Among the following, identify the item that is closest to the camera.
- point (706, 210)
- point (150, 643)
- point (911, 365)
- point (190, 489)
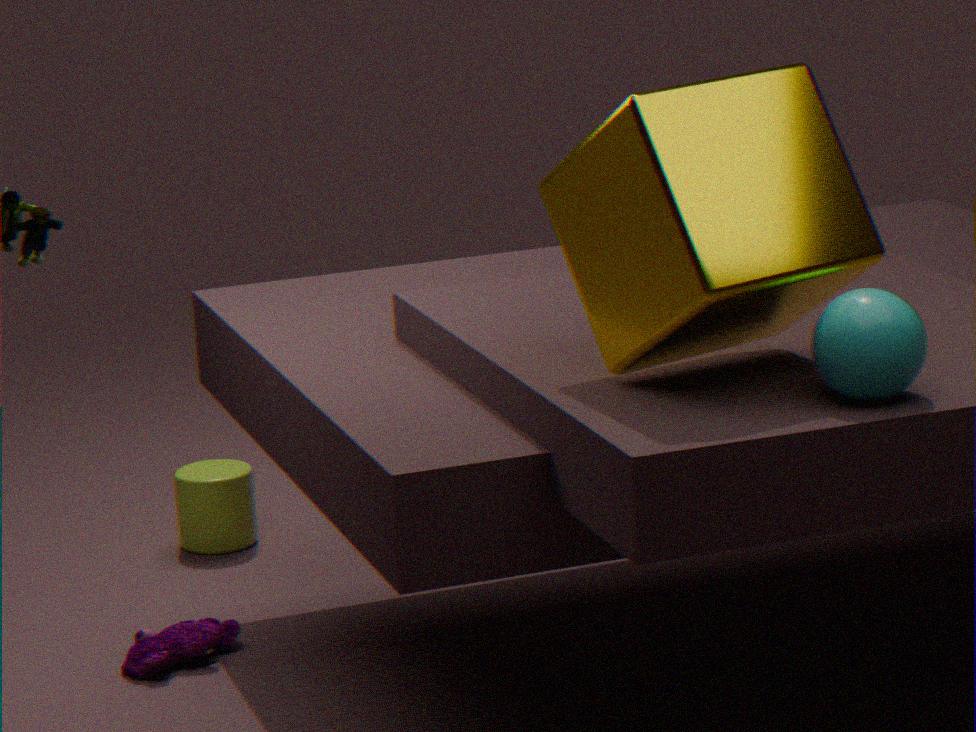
point (911, 365)
